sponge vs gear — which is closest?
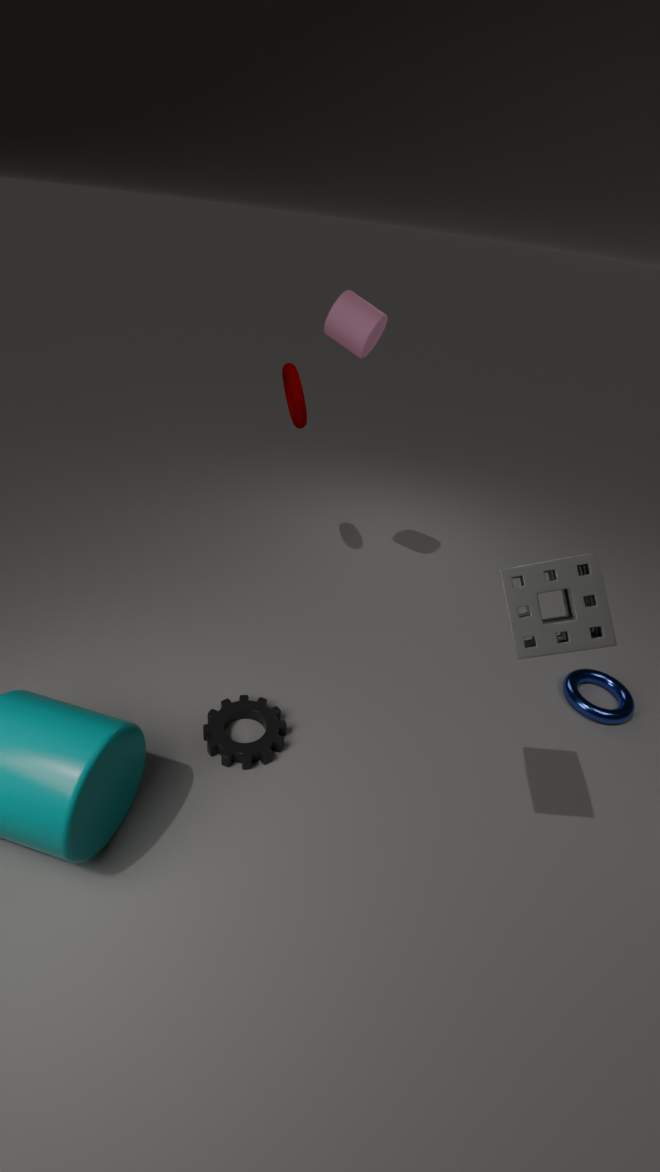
sponge
